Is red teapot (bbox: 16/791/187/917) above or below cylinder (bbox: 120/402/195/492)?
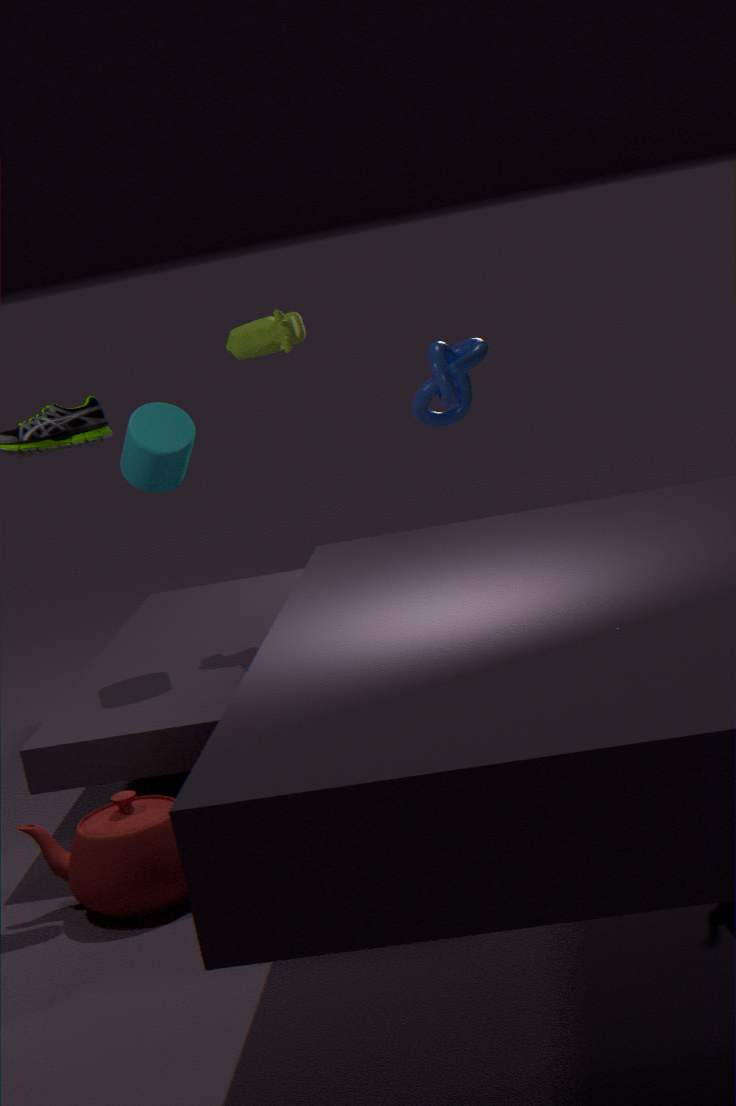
below
